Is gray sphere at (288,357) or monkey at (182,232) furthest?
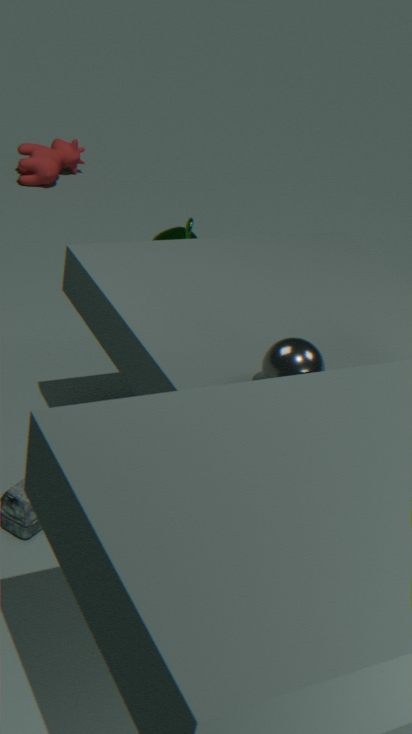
monkey at (182,232)
